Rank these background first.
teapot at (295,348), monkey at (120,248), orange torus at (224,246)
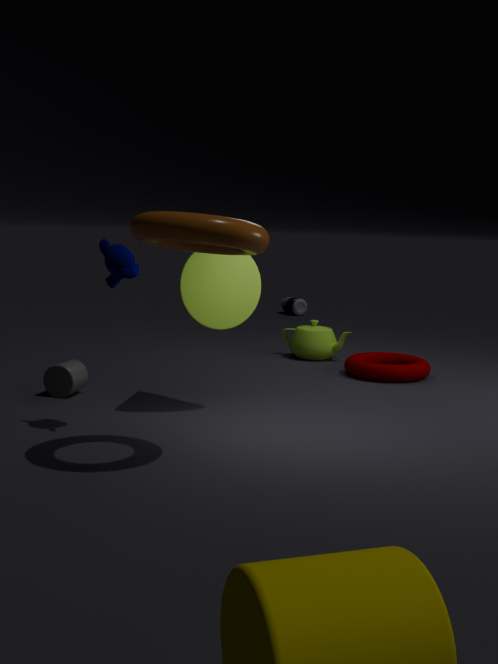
teapot at (295,348) < monkey at (120,248) < orange torus at (224,246)
